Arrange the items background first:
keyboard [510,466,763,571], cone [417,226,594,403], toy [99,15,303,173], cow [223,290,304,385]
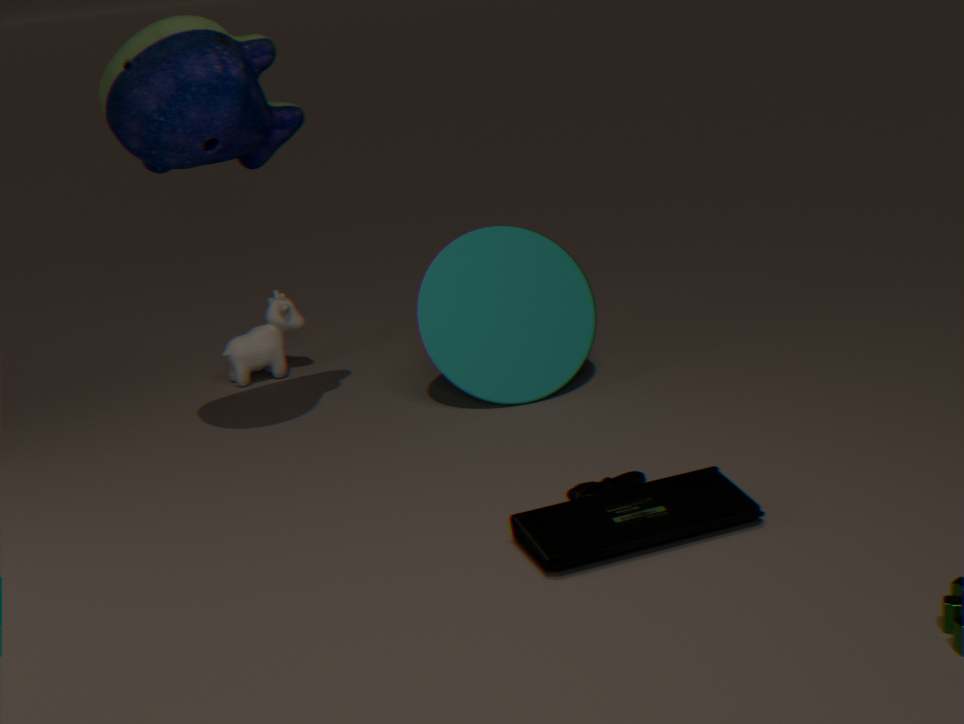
cow [223,290,304,385], cone [417,226,594,403], toy [99,15,303,173], keyboard [510,466,763,571]
